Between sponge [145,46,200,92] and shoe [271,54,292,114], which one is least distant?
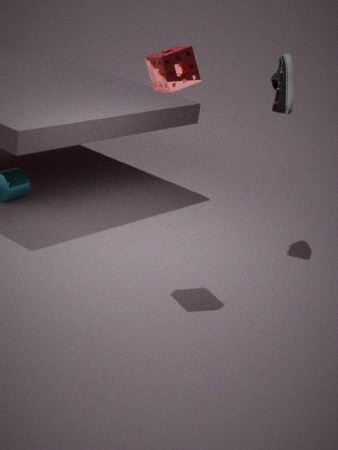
sponge [145,46,200,92]
